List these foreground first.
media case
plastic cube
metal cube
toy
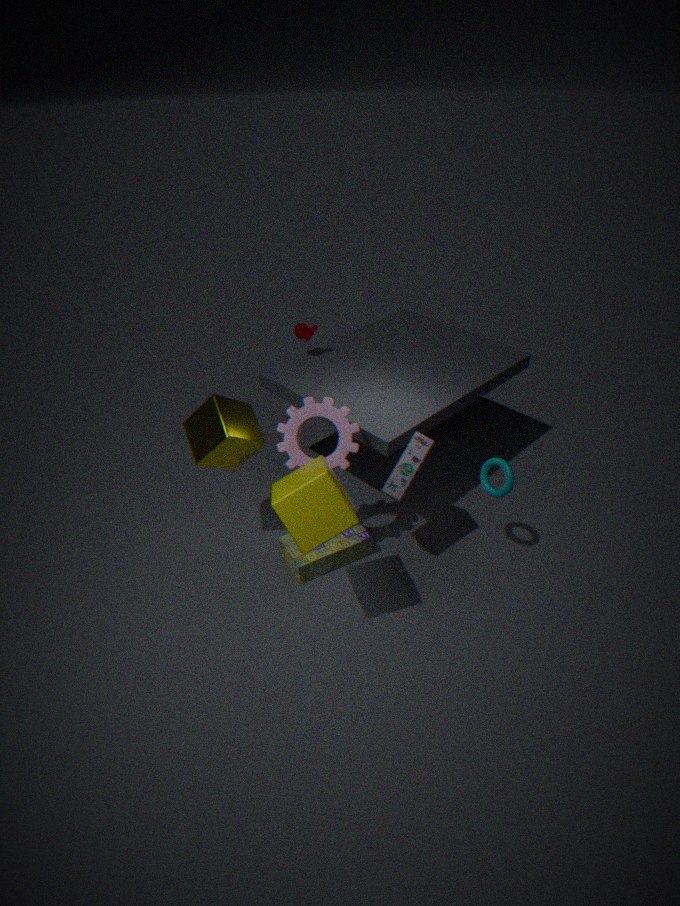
plastic cube < media case < metal cube < toy
